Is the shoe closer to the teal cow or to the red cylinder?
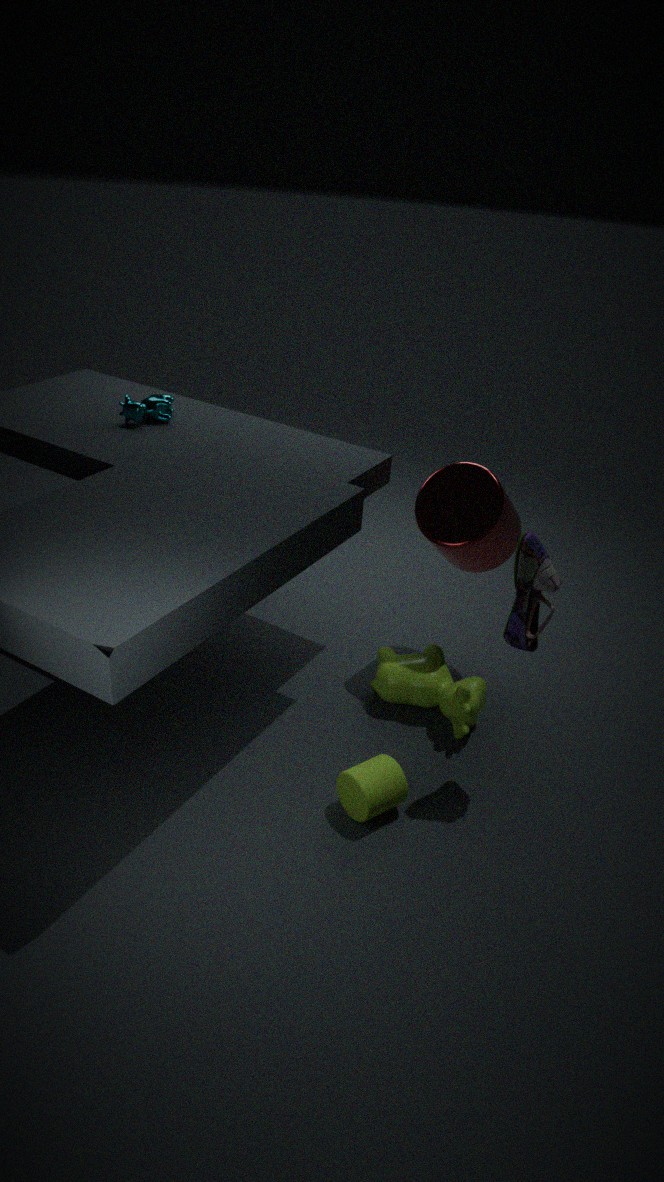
the red cylinder
